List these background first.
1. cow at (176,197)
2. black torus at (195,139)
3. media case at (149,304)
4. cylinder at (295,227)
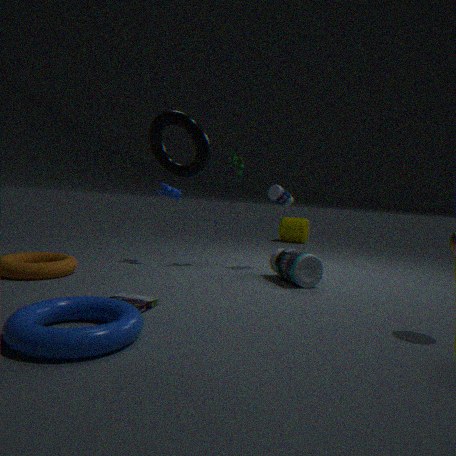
cylinder at (295,227), cow at (176,197), media case at (149,304), black torus at (195,139)
